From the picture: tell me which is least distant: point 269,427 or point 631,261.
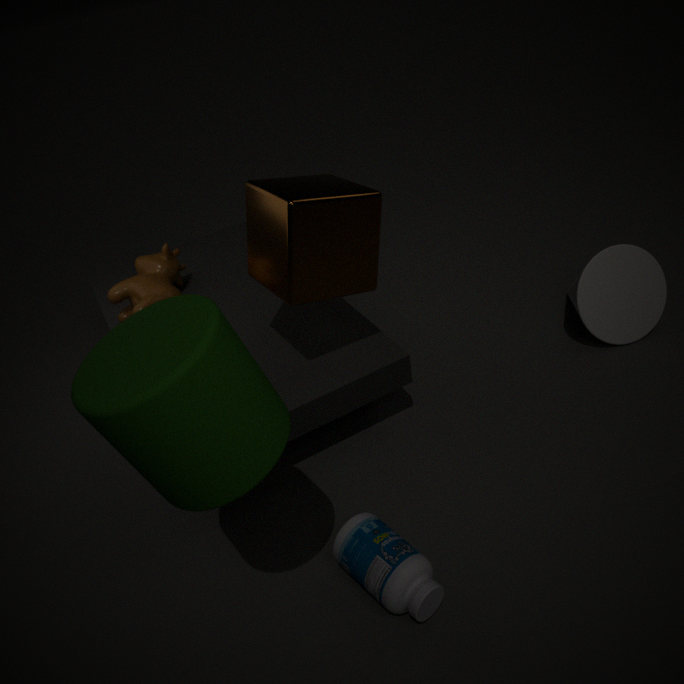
point 269,427
